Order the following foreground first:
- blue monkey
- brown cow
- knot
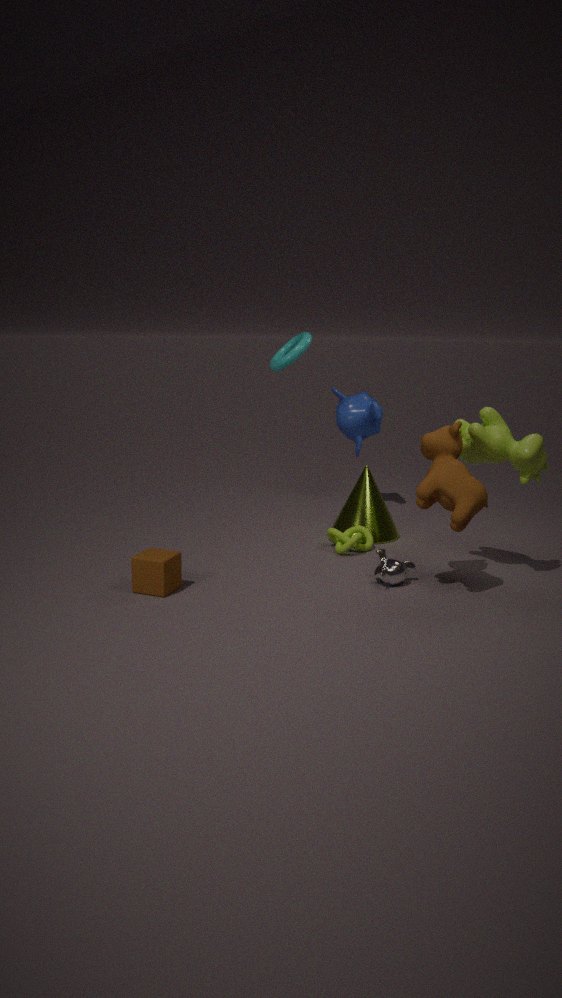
1. brown cow
2. knot
3. blue monkey
